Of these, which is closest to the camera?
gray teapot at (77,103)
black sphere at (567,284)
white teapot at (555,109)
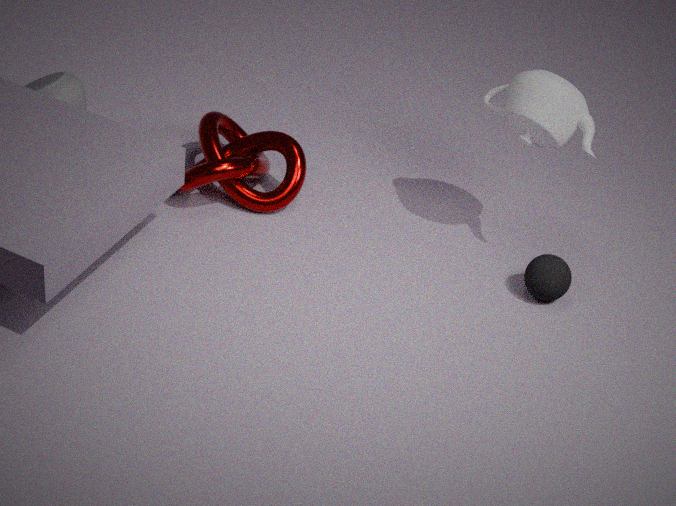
white teapot at (555,109)
